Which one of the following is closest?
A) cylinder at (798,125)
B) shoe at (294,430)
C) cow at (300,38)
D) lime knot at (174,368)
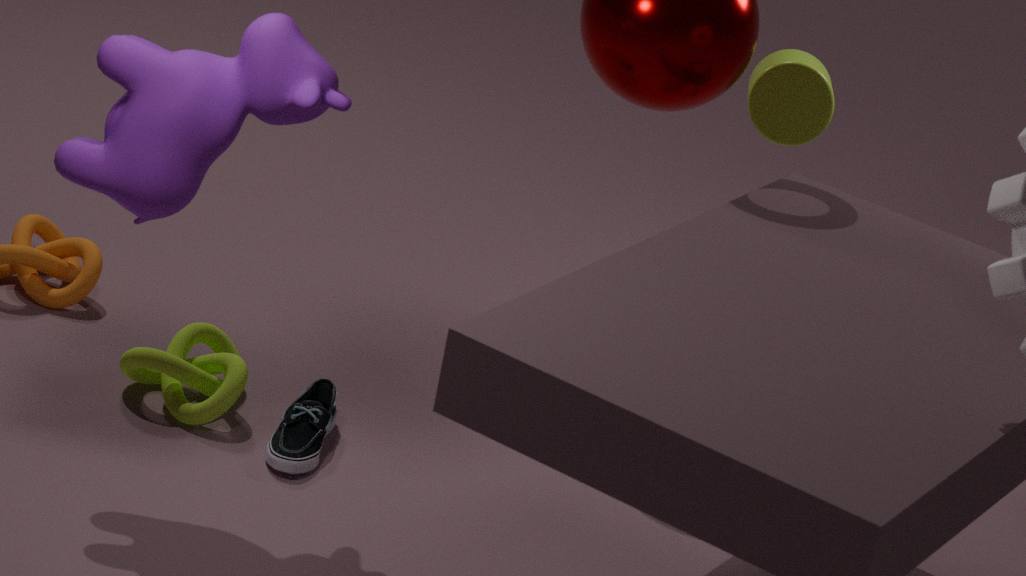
cow at (300,38)
